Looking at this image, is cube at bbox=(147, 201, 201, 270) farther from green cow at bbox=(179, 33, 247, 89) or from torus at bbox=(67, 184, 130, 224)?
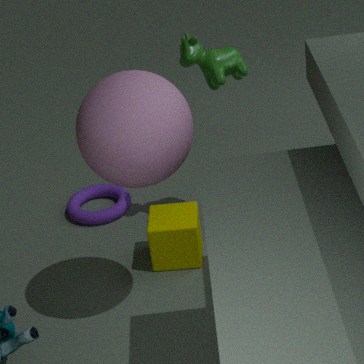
green cow at bbox=(179, 33, 247, 89)
